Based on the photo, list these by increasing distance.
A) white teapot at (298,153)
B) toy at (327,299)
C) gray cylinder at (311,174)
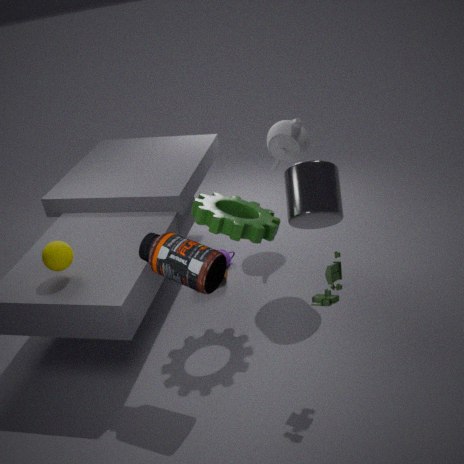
B. toy at (327,299), C. gray cylinder at (311,174), A. white teapot at (298,153)
